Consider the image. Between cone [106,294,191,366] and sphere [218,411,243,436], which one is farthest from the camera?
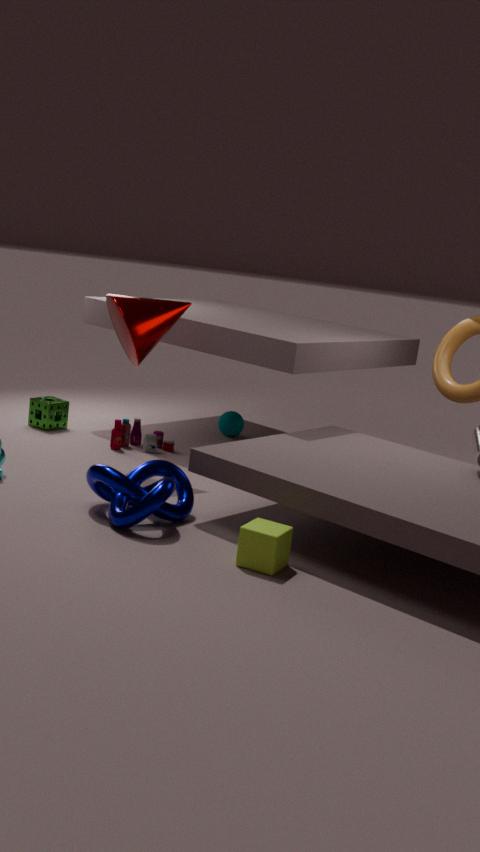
sphere [218,411,243,436]
